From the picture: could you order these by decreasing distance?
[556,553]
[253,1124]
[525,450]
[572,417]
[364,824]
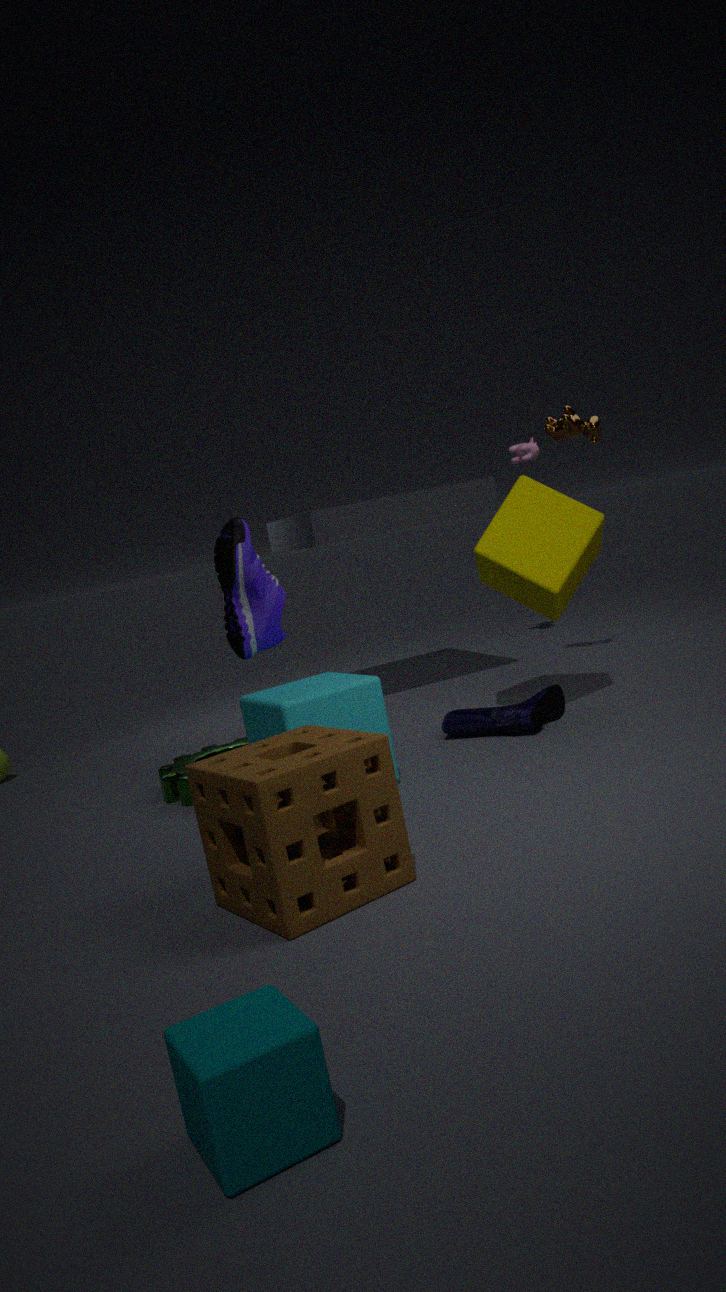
1. [525,450]
2. [572,417]
3. [556,553]
4. [364,824]
5. [253,1124]
